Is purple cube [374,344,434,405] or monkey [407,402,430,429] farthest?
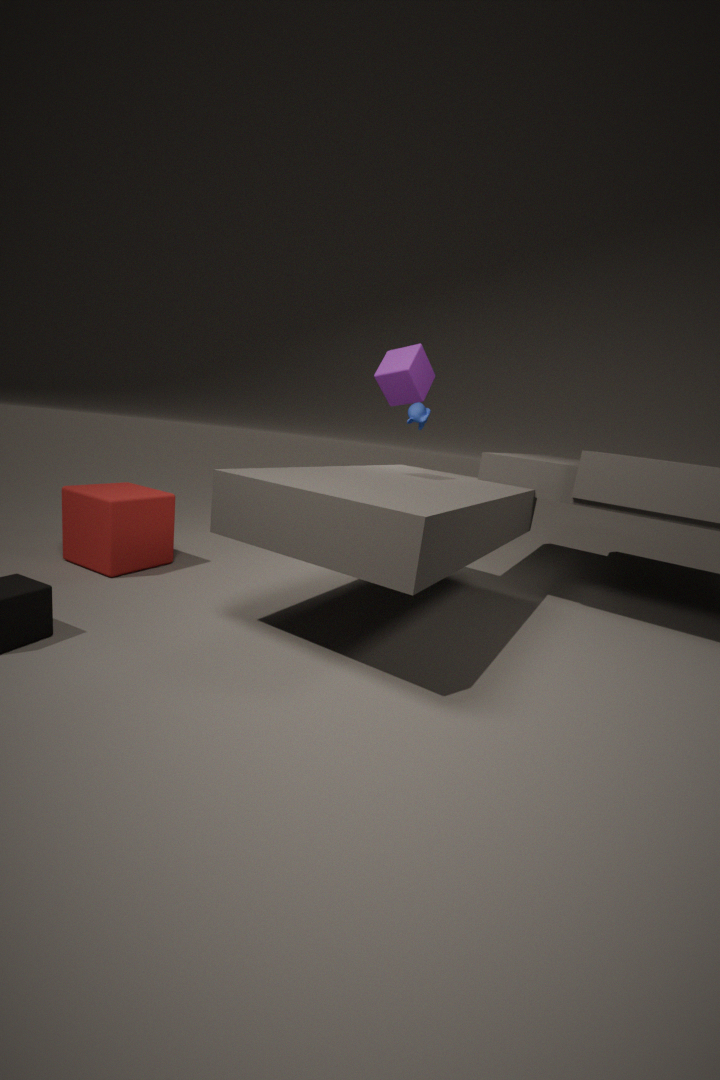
monkey [407,402,430,429]
